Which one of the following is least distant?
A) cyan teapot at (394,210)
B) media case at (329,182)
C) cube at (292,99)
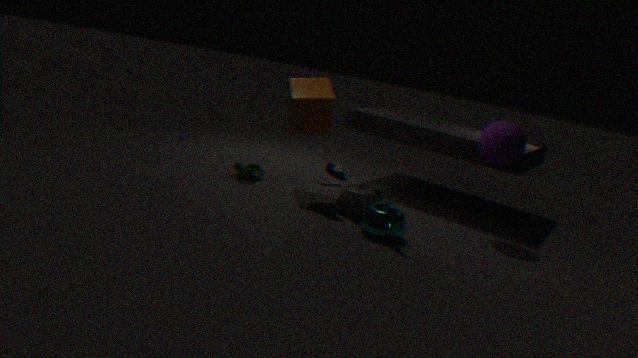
cyan teapot at (394,210)
